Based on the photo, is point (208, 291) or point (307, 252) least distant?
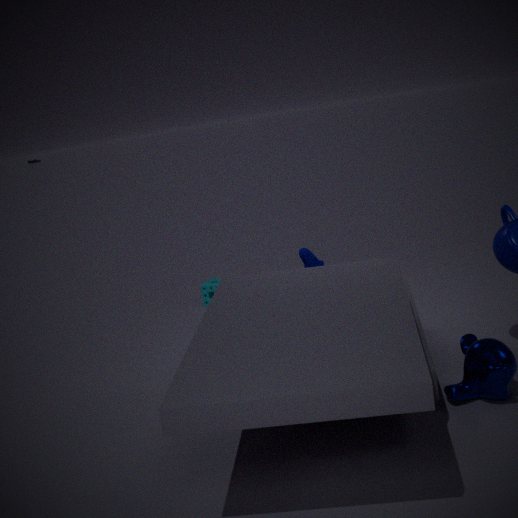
point (307, 252)
